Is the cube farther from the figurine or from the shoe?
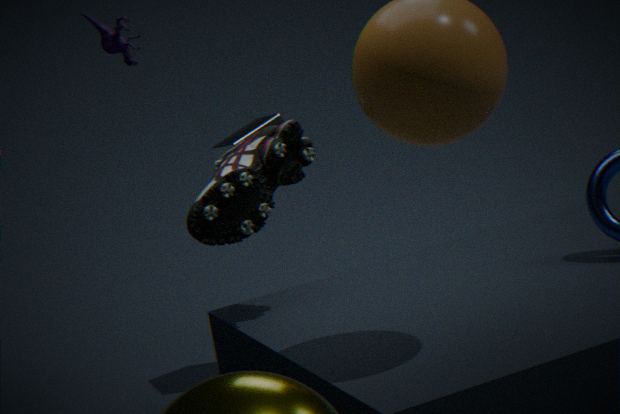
the figurine
